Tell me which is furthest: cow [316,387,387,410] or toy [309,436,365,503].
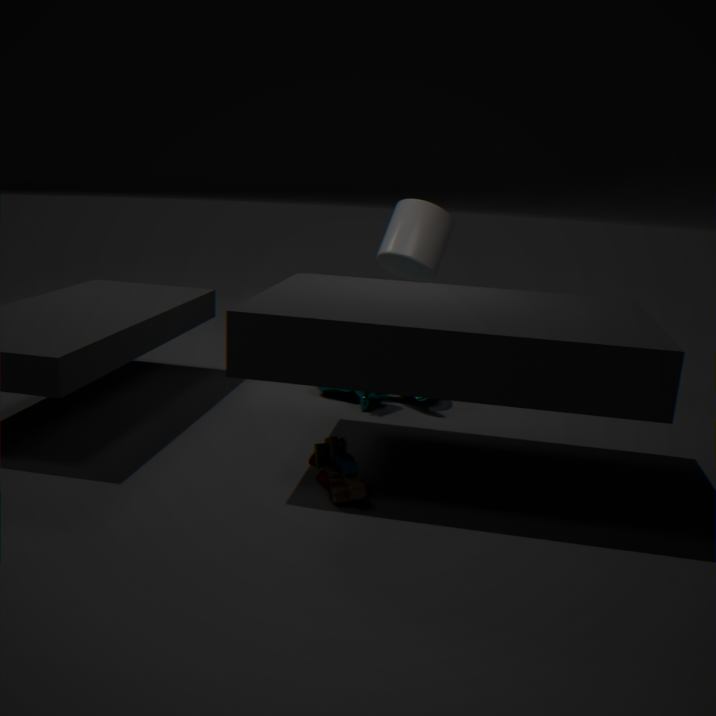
cow [316,387,387,410]
